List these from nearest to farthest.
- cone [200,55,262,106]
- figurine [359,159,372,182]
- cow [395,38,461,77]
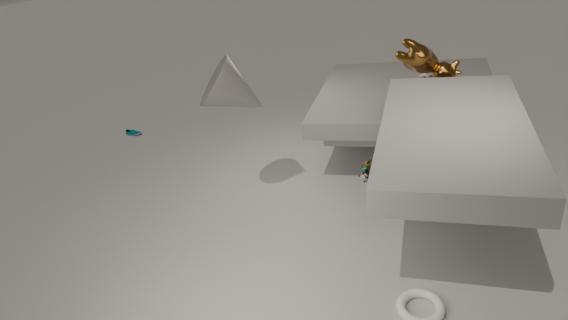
1. figurine [359,159,372,182]
2. cone [200,55,262,106]
3. cow [395,38,461,77]
